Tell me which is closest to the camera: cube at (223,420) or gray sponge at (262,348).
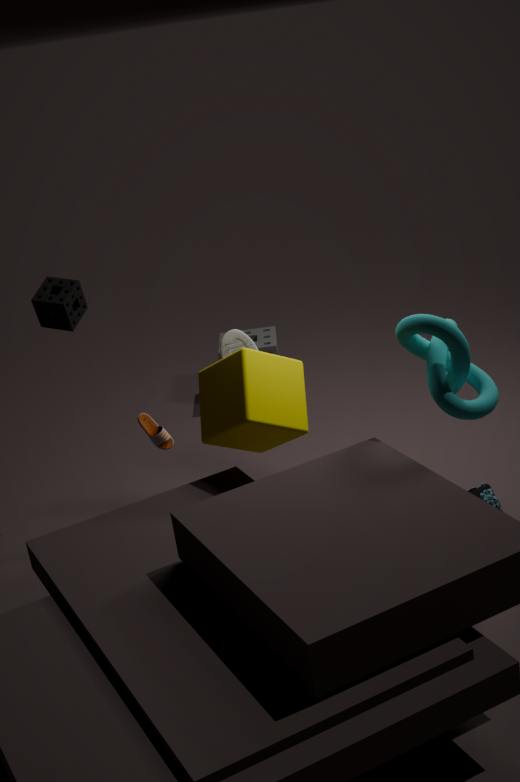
cube at (223,420)
